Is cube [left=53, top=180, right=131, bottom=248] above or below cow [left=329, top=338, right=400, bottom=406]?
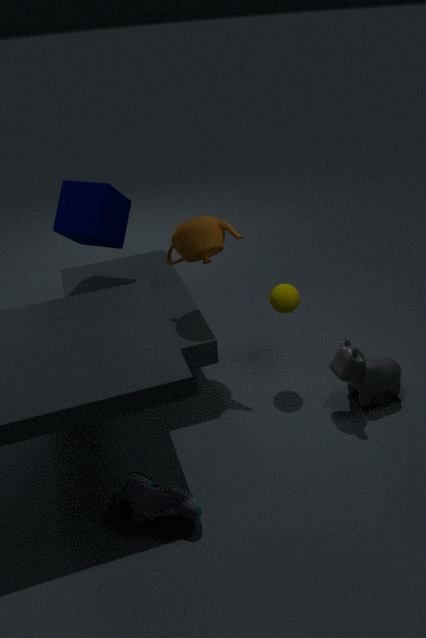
above
